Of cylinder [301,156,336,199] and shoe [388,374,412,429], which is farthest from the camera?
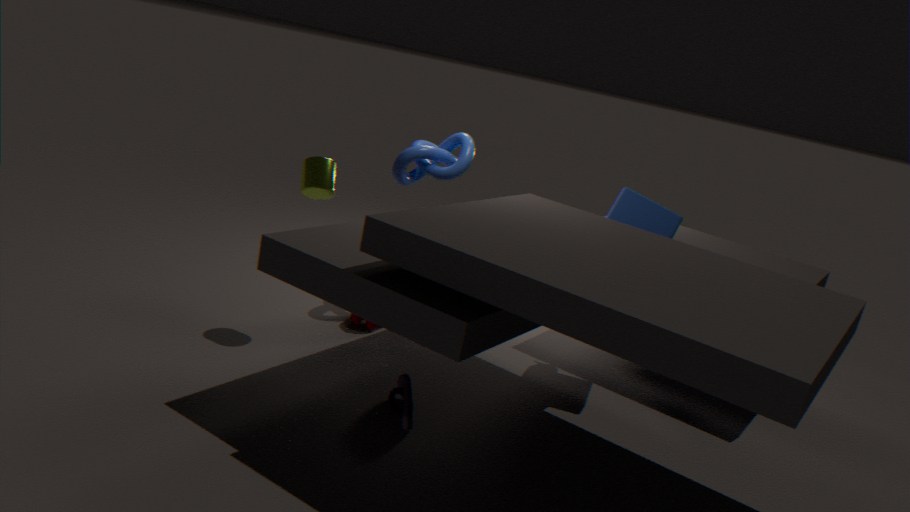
cylinder [301,156,336,199]
